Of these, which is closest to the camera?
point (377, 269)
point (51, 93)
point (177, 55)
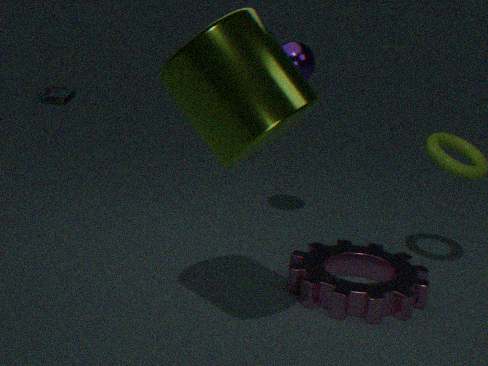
point (177, 55)
